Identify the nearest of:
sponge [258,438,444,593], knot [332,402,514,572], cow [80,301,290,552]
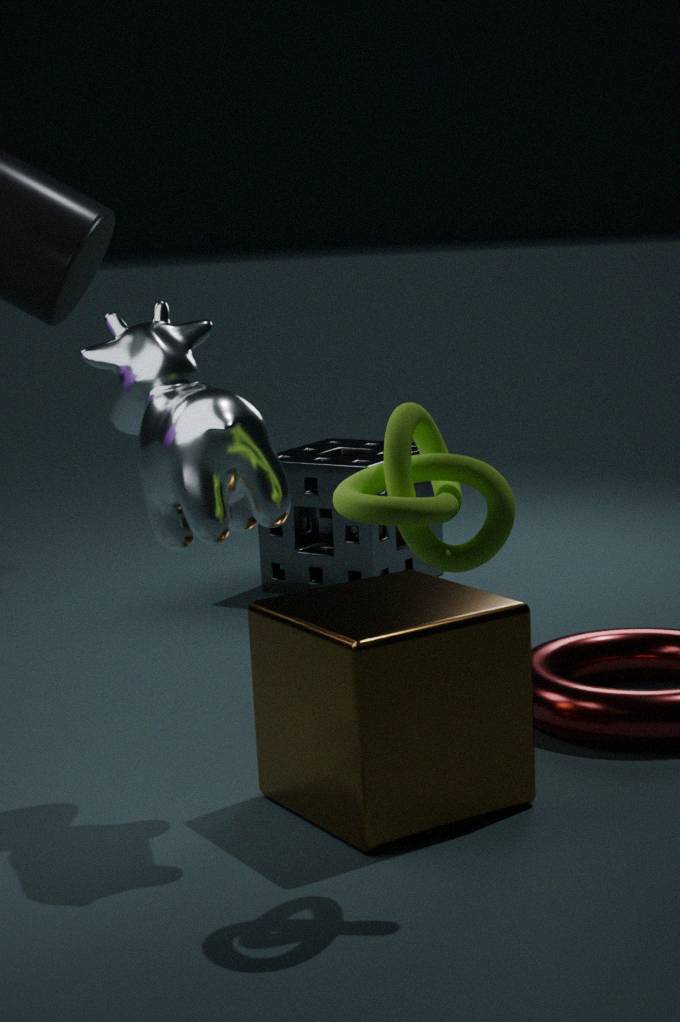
knot [332,402,514,572]
